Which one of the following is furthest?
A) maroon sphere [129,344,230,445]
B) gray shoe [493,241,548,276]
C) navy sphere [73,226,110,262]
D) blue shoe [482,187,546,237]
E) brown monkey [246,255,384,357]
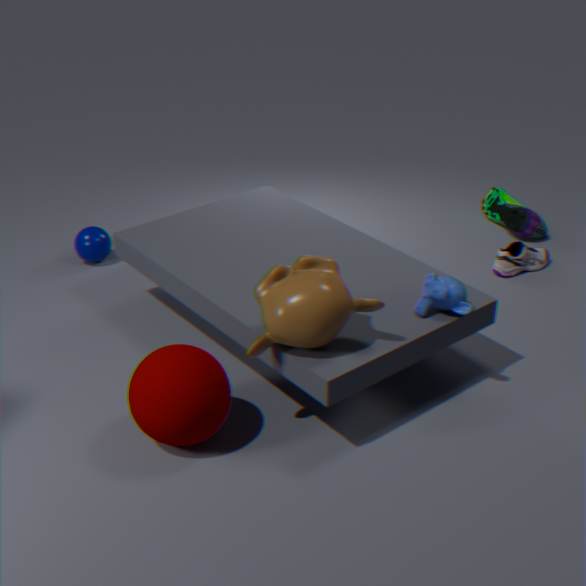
blue shoe [482,187,546,237]
